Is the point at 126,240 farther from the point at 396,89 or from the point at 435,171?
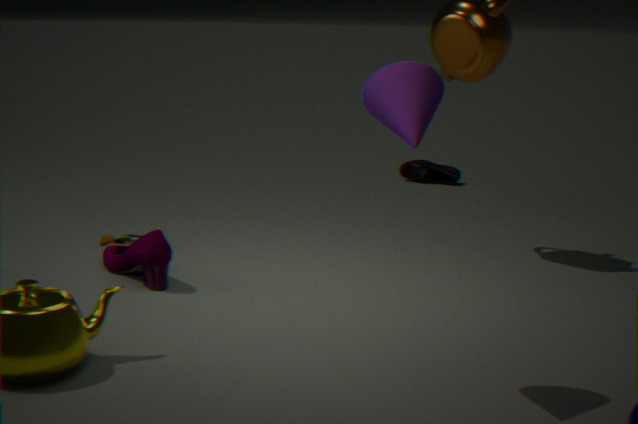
the point at 435,171
